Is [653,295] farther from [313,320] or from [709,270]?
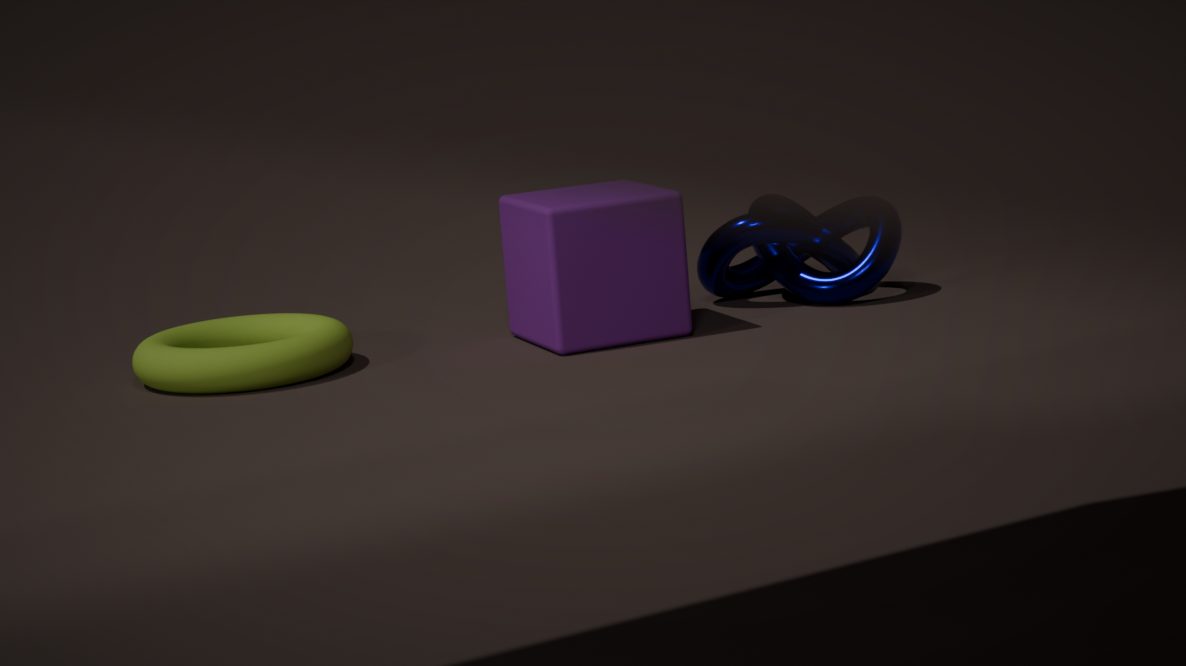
[313,320]
